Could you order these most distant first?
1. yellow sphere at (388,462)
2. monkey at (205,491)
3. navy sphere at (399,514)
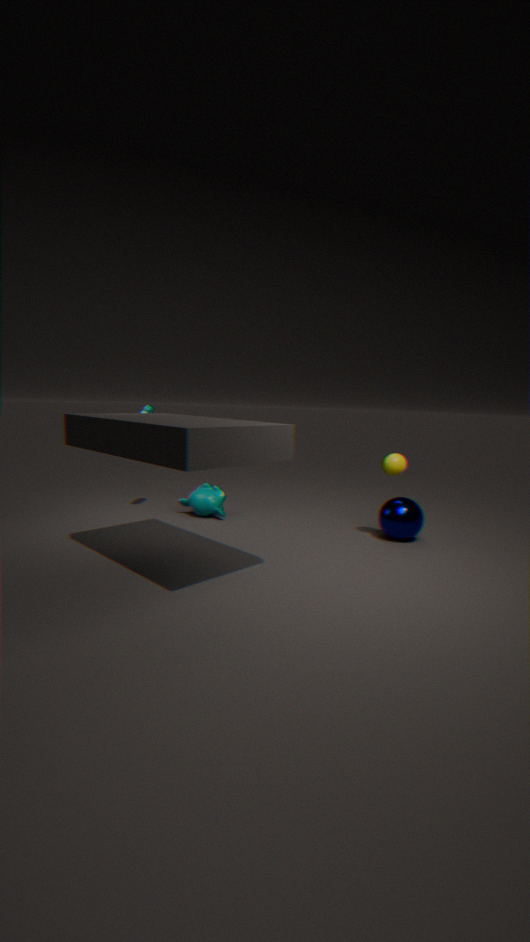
monkey at (205,491)
navy sphere at (399,514)
yellow sphere at (388,462)
